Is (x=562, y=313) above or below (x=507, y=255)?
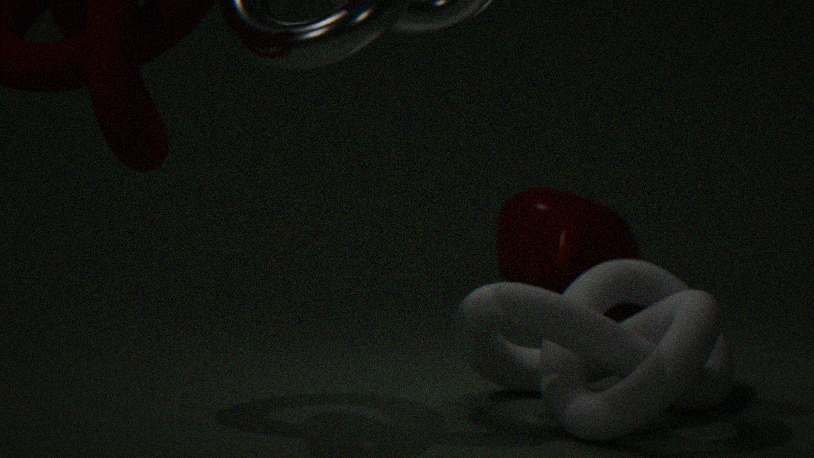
below
